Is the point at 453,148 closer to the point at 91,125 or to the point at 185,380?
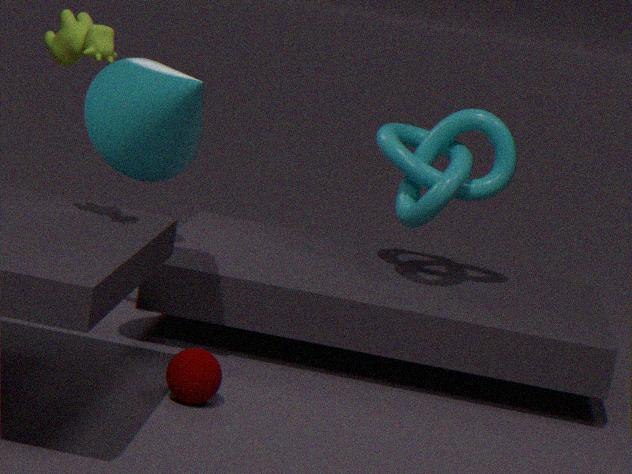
the point at 91,125
